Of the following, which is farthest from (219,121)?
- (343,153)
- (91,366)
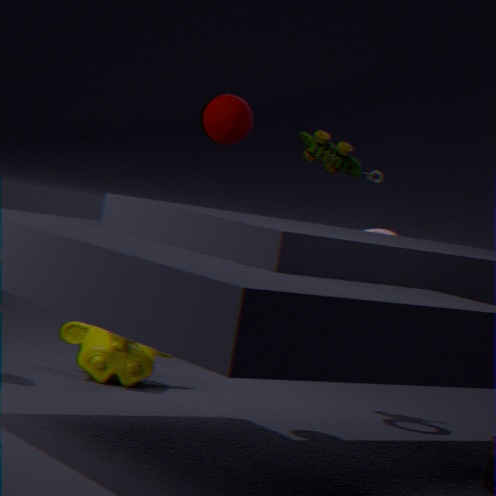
(91,366)
